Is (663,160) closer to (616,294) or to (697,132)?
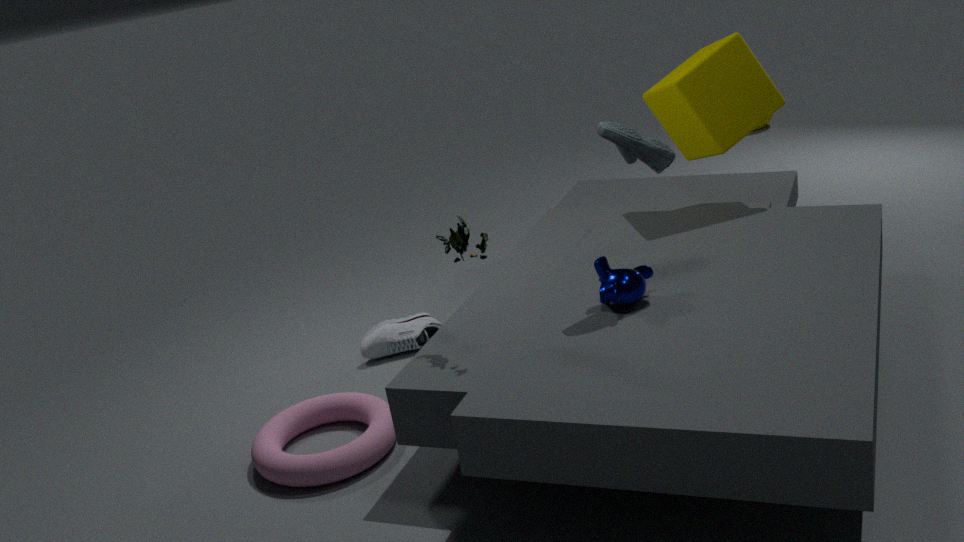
(616,294)
